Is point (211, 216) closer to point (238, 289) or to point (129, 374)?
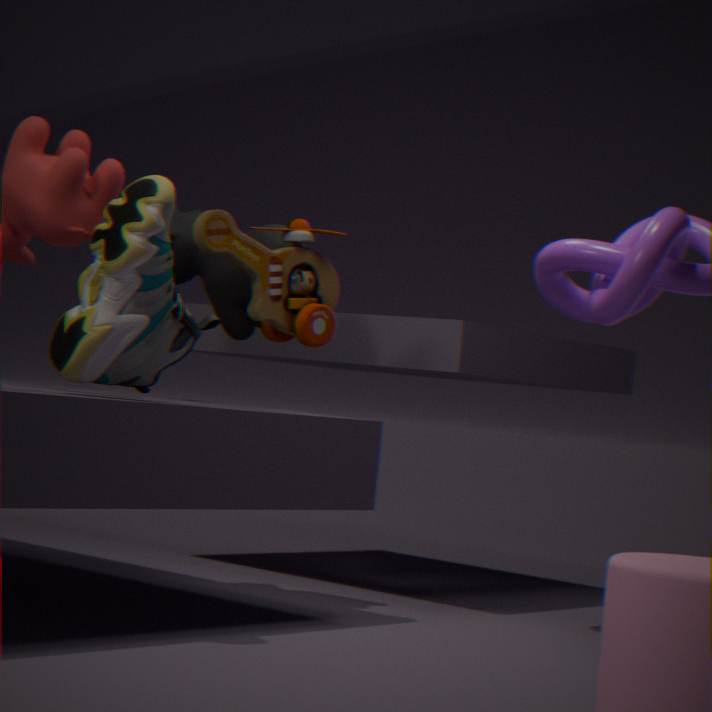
point (238, 289)
